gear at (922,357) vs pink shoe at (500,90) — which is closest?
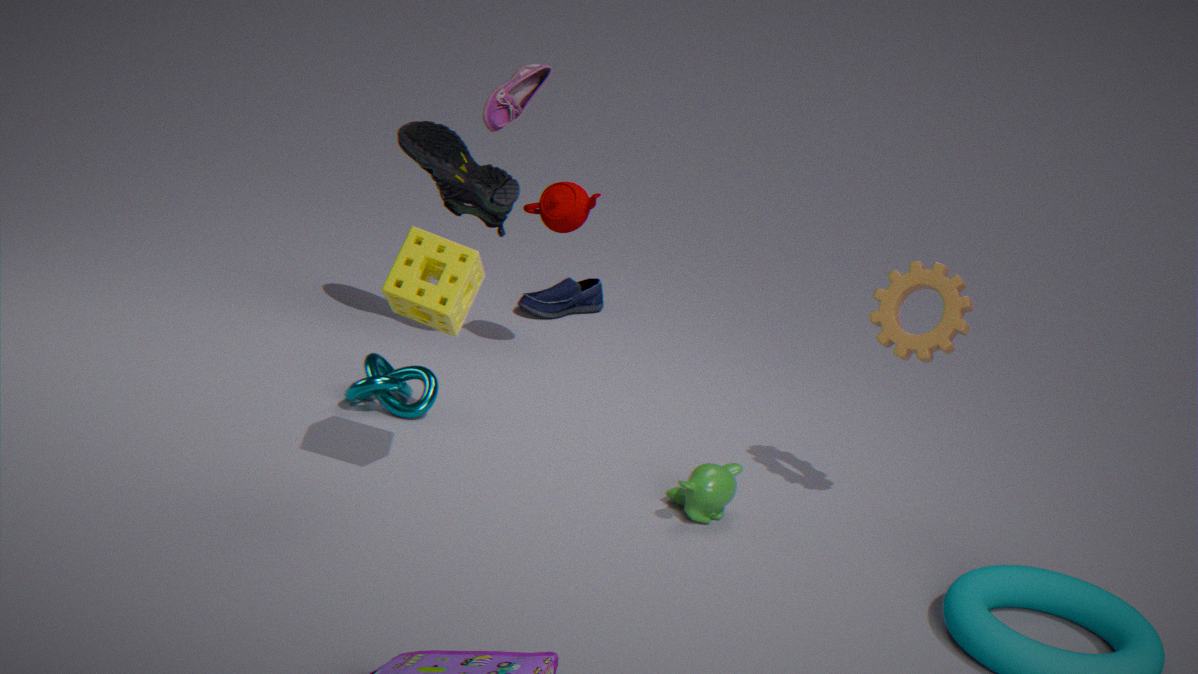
gear at (922,357)
